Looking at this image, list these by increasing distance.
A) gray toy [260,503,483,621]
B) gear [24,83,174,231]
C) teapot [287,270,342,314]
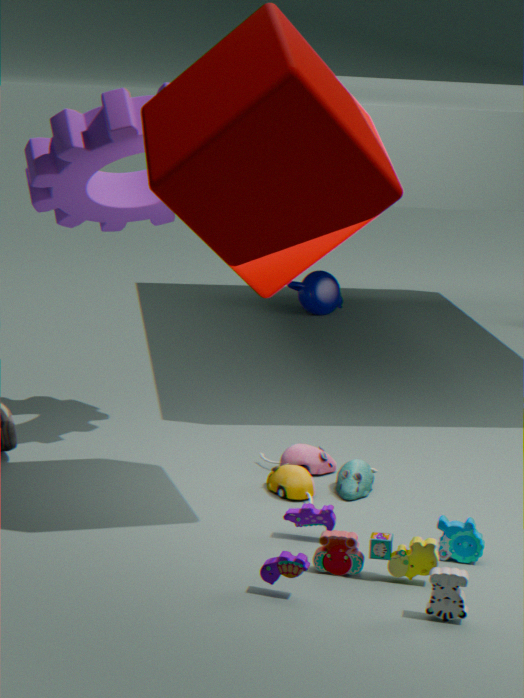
gray toy [260,503,483,621]
gear [24,83,174,231]
teapot [287,270,342,314]
